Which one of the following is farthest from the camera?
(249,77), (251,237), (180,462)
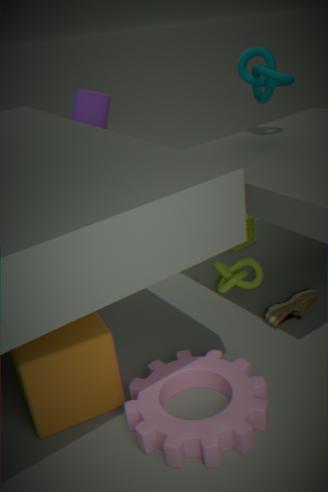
(251,237)
